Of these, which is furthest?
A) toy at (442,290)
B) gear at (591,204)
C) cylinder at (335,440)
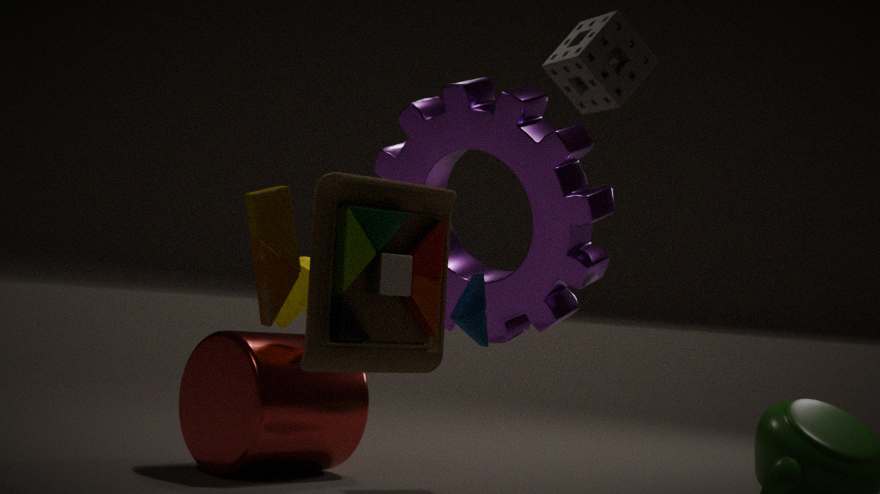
cylinder at (335,440)
